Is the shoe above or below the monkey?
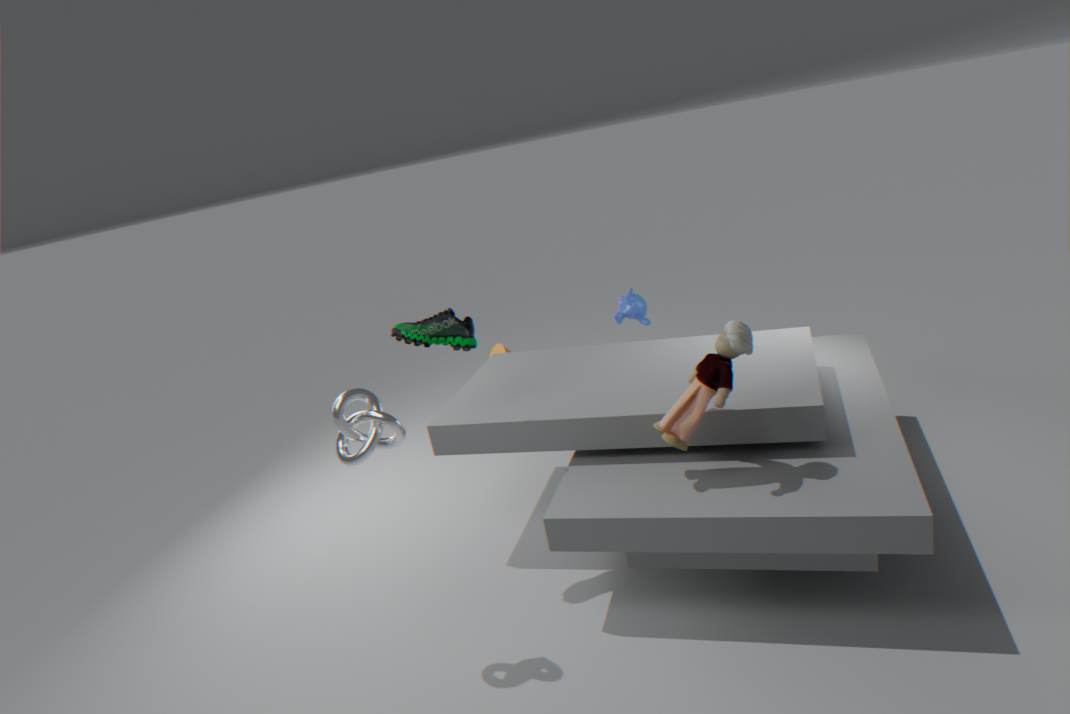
above
